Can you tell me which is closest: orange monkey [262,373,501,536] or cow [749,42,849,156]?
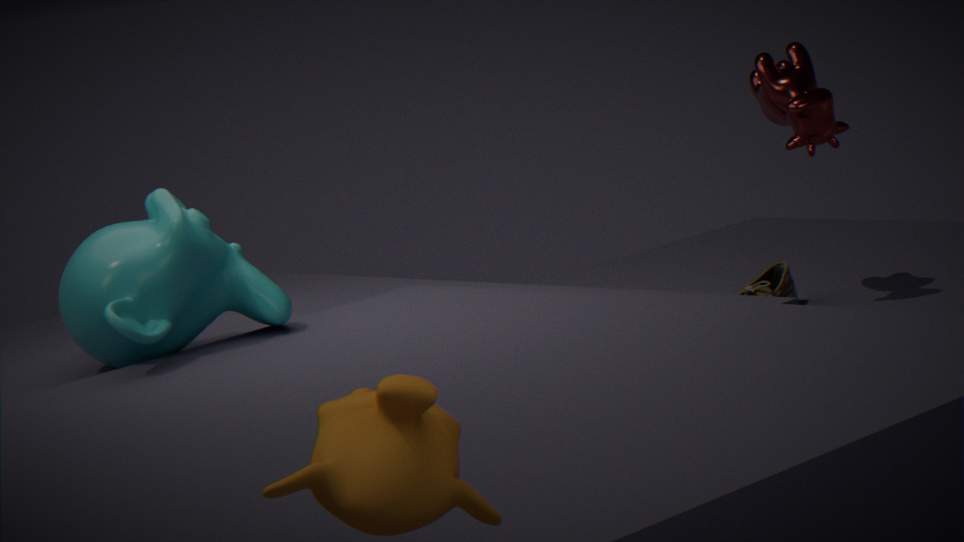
orange monkey [262,373,501,536]
